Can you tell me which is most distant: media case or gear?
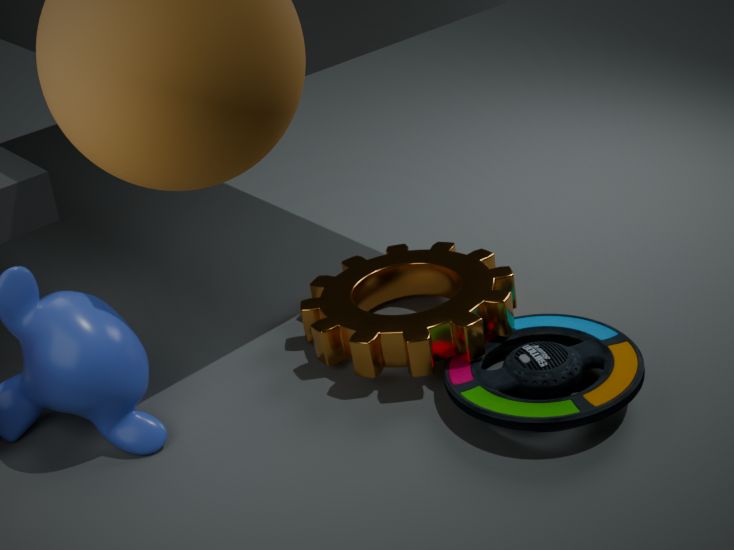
→ gear
